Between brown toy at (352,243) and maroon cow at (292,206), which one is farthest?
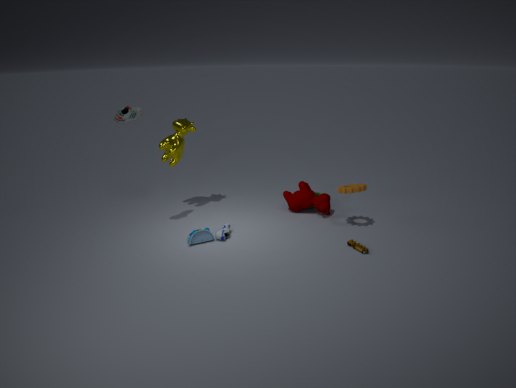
maroon cow at (292,206)
